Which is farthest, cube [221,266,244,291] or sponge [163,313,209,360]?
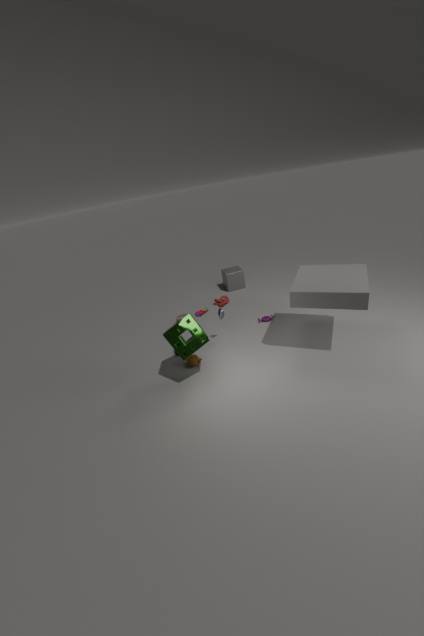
cube [221,266,244,291]
